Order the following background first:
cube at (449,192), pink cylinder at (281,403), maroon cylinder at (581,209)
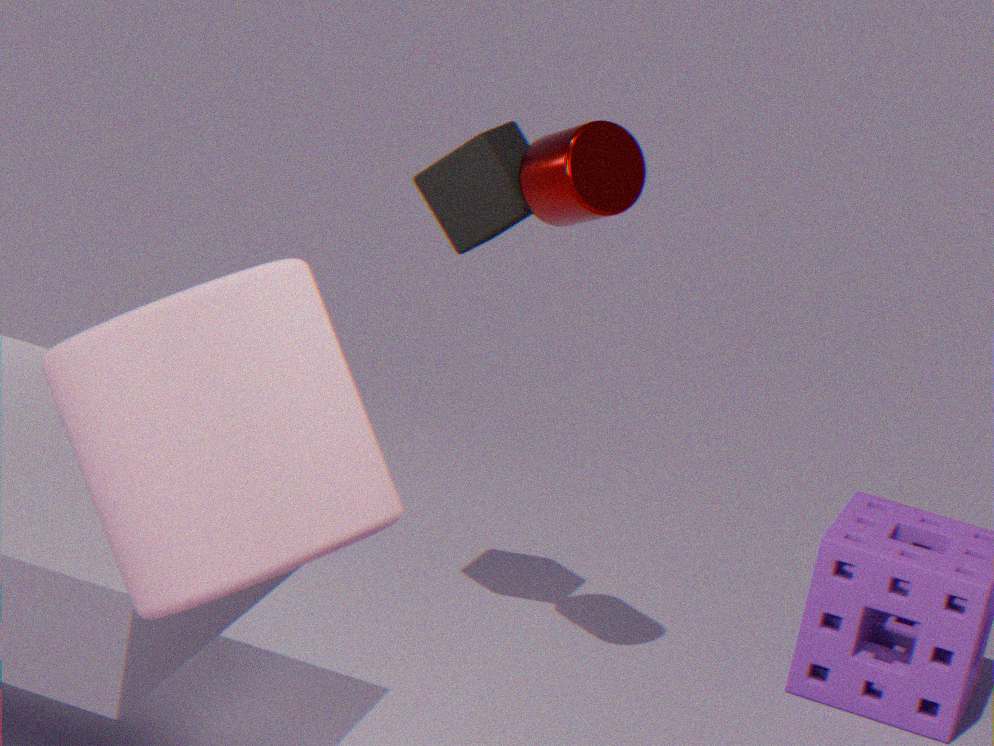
1. cube at (449,192)
2. maroon cylinder at (581,209)
3. pink cylinder at (281,403)
